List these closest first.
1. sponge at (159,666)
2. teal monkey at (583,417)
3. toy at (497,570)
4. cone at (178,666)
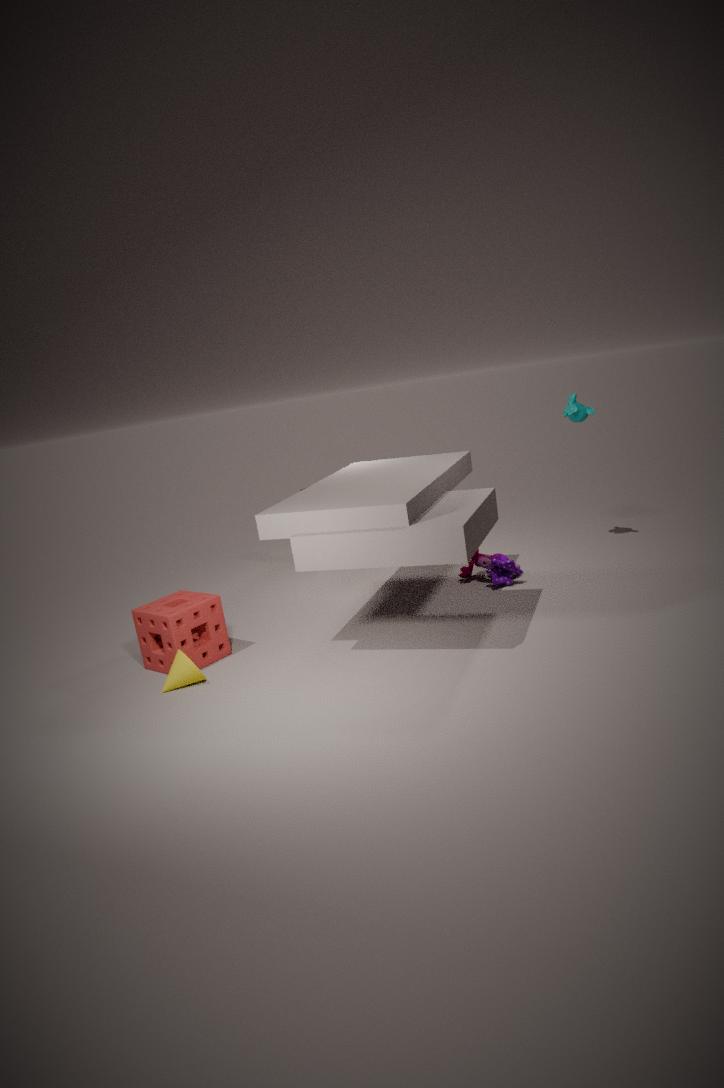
cone at (178,666) < sponge at (159,666) < toy at (497,570) < teal monkey at (583,417)
